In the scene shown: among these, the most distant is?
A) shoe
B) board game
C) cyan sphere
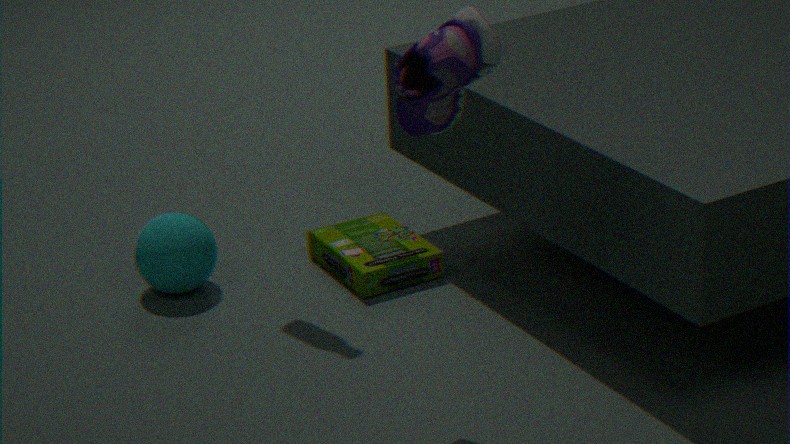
board game
